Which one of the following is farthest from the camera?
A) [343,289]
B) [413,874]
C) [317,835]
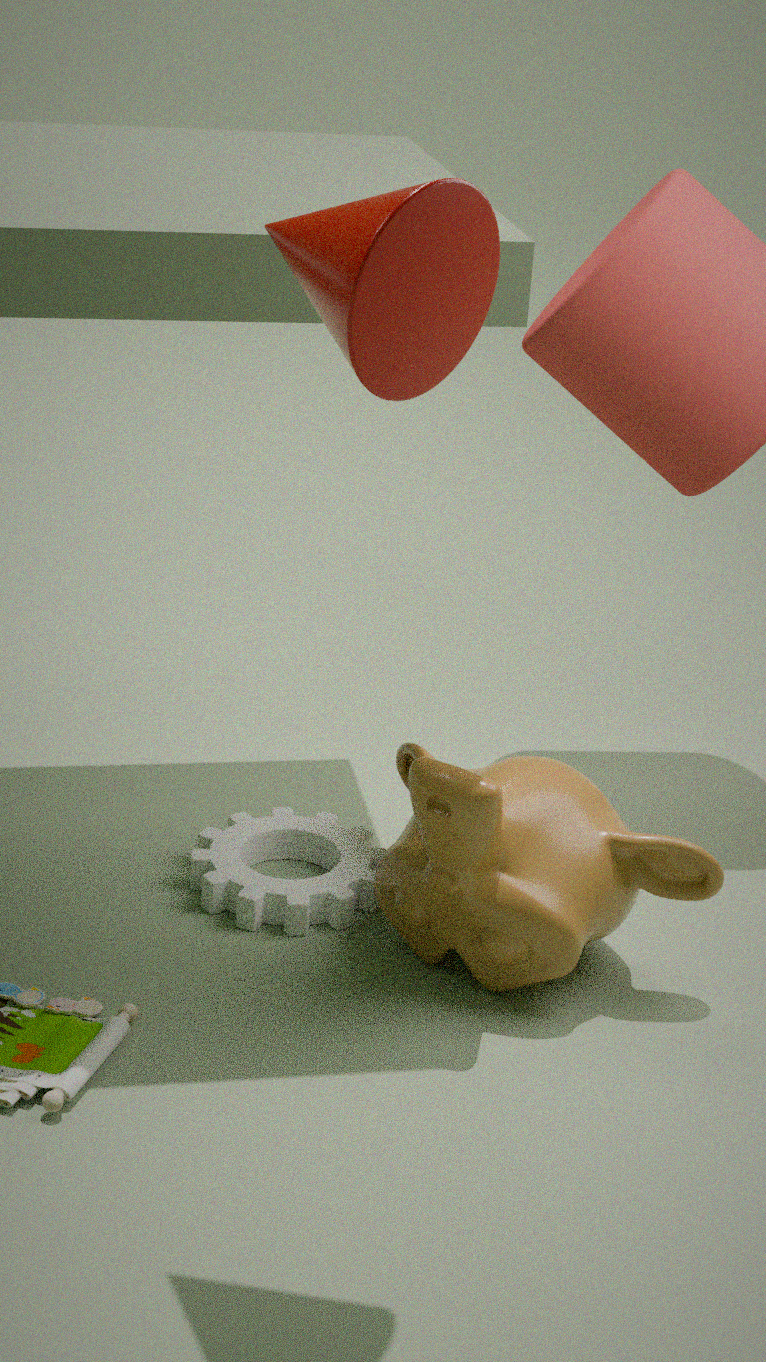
[317,835]
